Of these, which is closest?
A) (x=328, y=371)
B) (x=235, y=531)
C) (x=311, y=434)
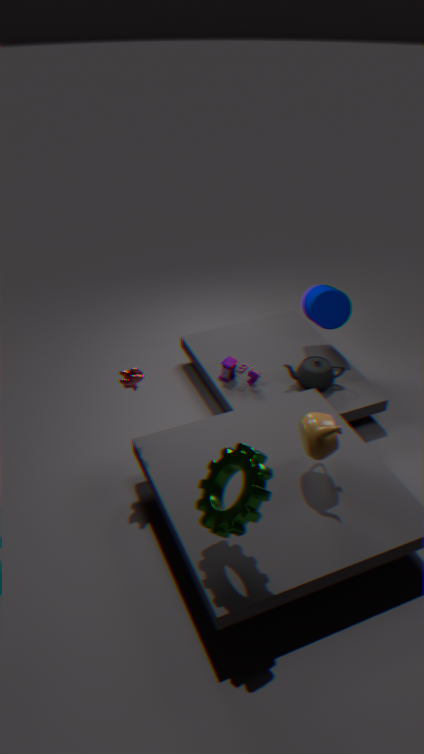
(x=235, y=531)
